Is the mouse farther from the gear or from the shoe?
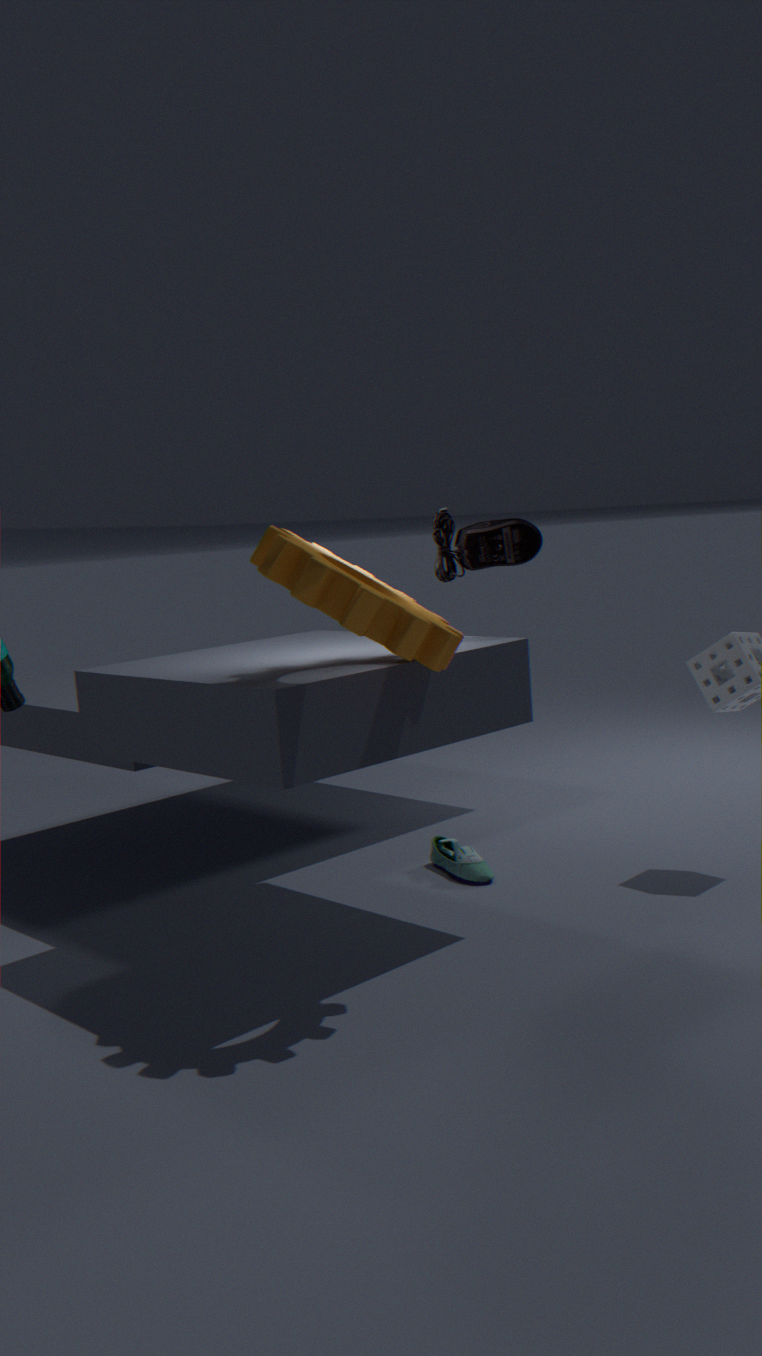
the shoe
